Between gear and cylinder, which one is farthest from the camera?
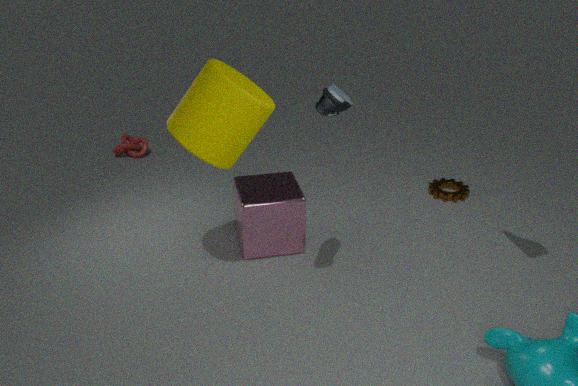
gear
